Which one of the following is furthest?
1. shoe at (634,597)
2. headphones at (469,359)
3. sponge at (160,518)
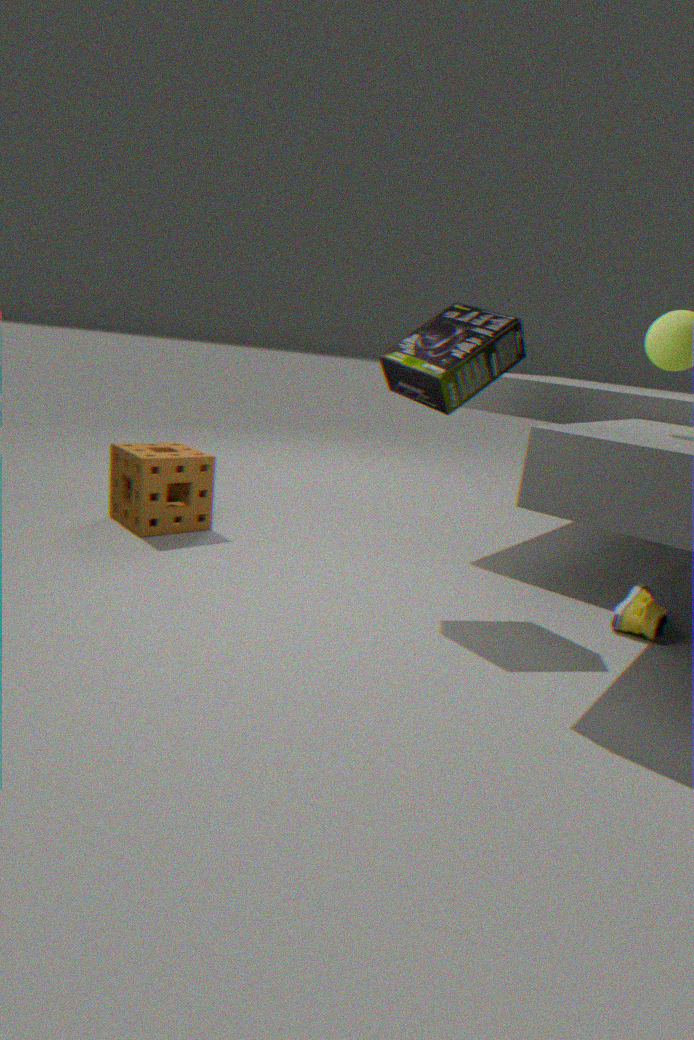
sponge at (160,518)
